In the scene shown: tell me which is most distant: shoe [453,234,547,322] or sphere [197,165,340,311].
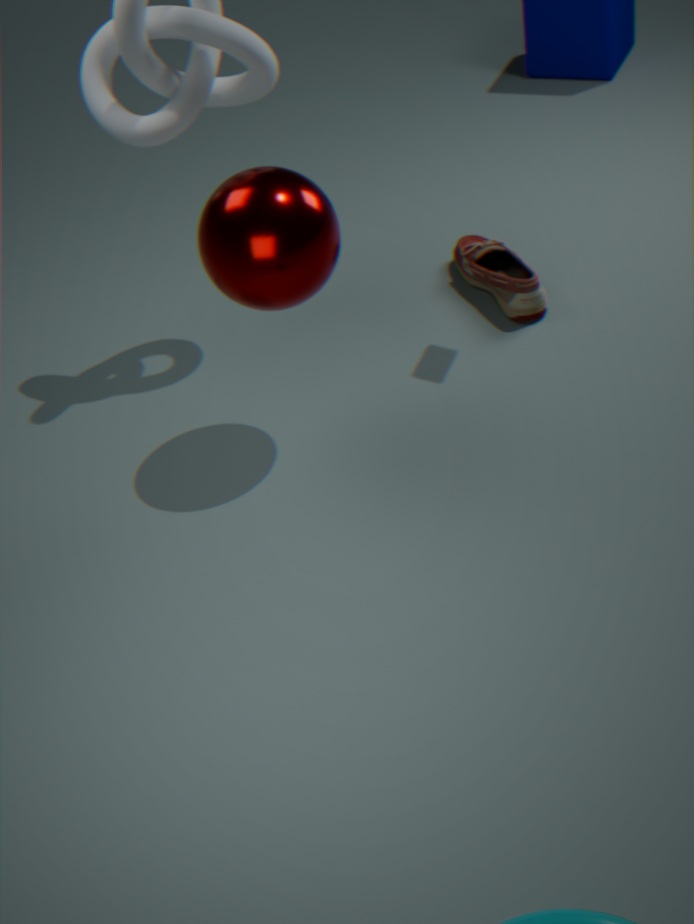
shoe [453,234,547,322]
